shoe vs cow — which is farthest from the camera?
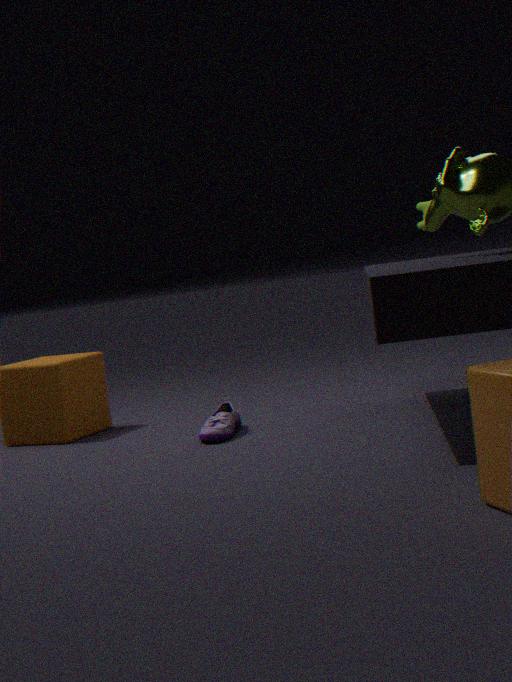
cow
